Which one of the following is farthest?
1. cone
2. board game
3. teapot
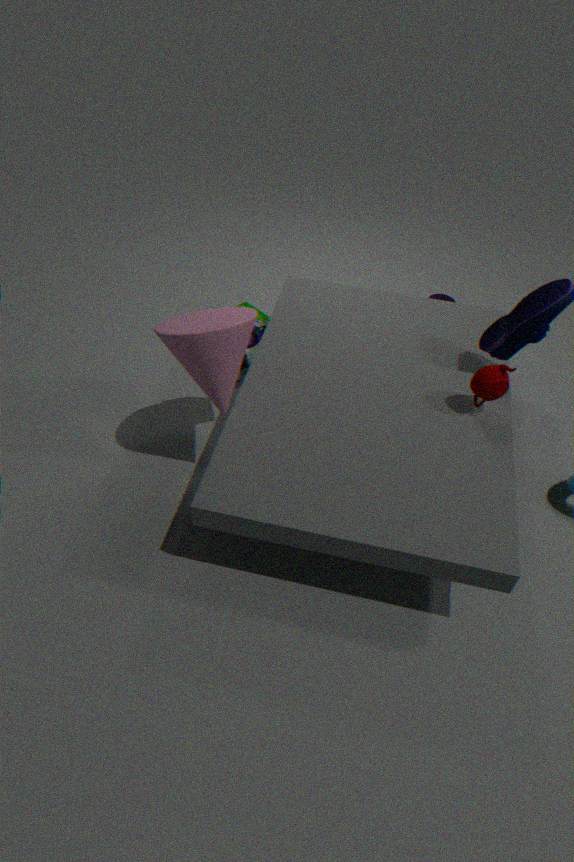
board game
